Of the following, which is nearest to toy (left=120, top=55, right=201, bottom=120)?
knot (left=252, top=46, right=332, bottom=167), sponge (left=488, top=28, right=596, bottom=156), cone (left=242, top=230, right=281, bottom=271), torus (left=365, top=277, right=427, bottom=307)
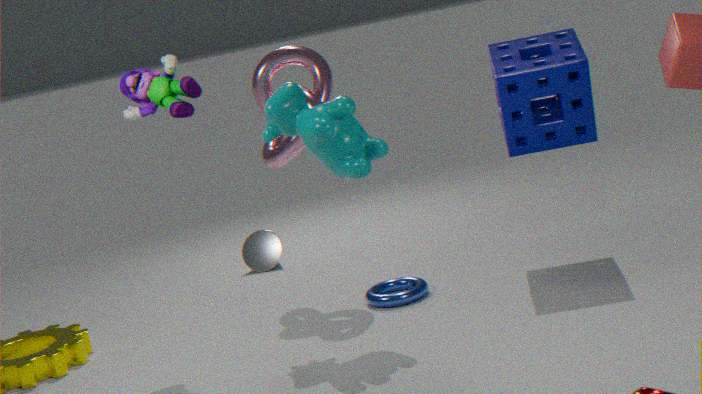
knot (left=252, top=46, right=332, bottom=167)
